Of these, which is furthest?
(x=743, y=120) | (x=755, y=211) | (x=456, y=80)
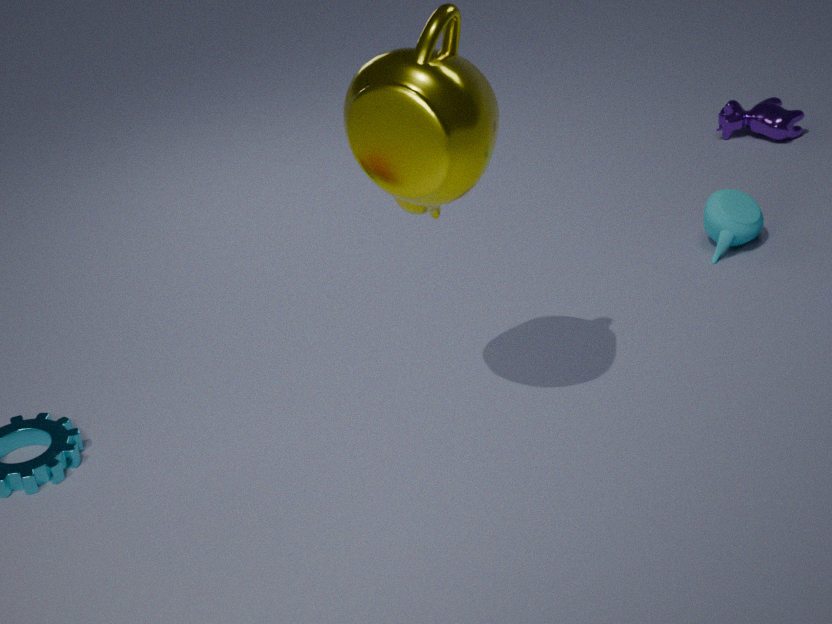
(x=743, y=120)
